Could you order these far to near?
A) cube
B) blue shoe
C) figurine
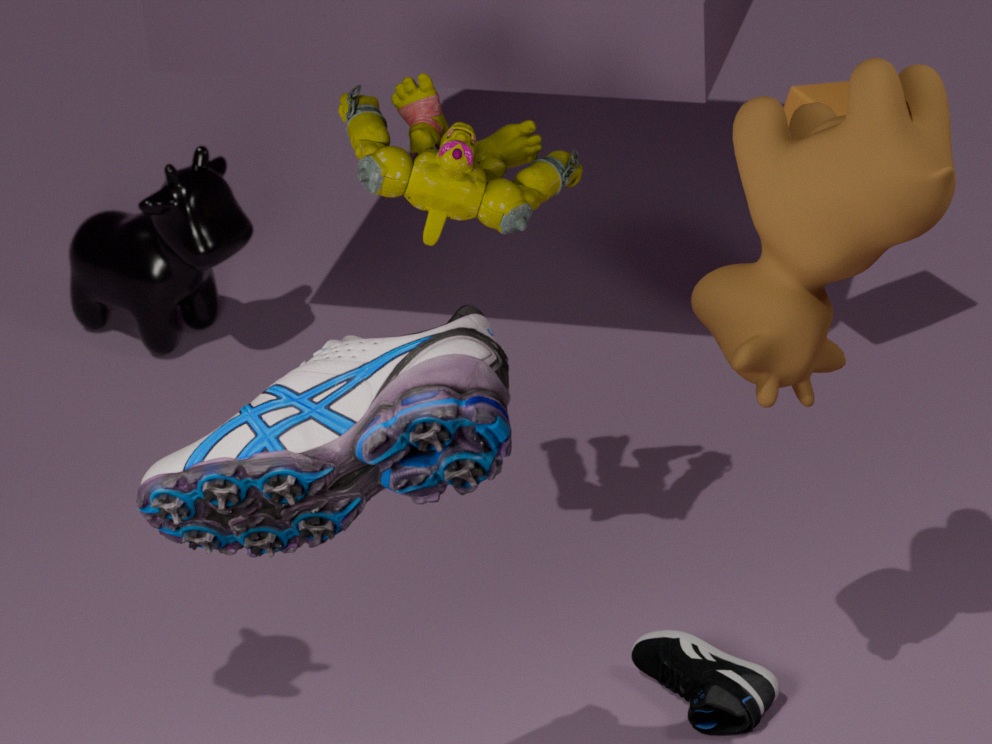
cube, figurine, blue shoe
